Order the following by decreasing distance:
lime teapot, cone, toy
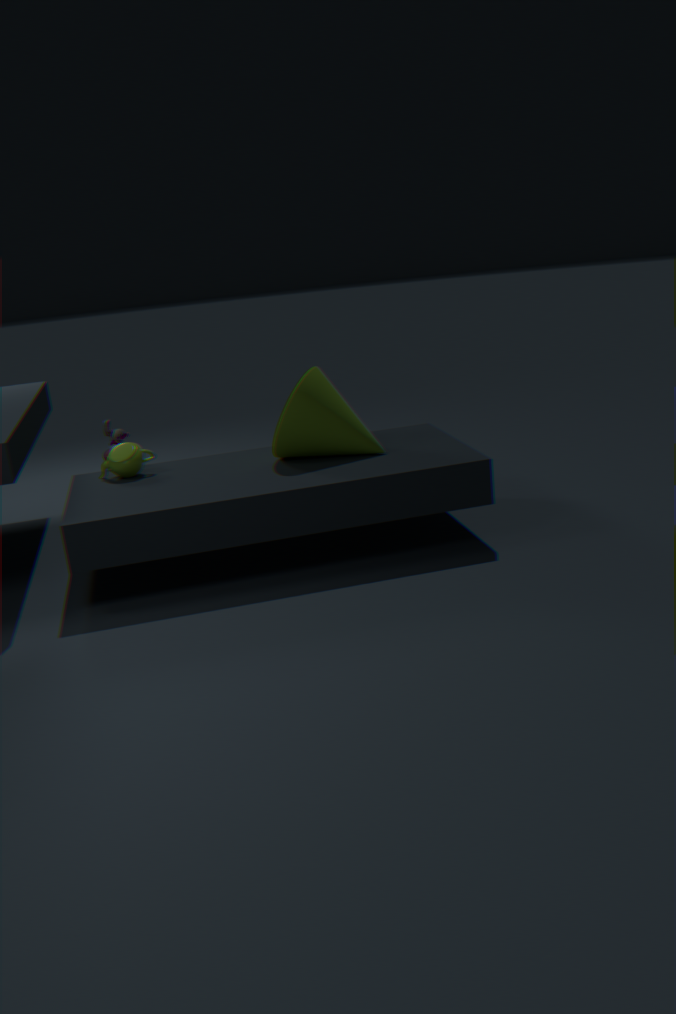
toy, lime teapot, cone
